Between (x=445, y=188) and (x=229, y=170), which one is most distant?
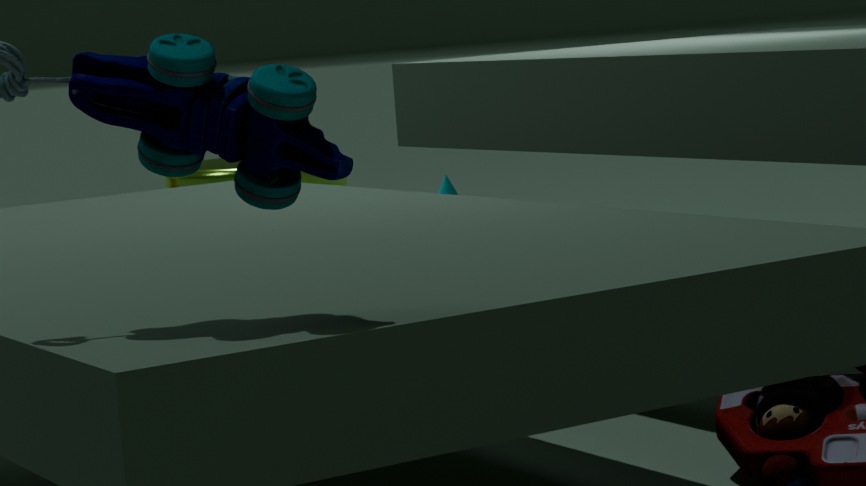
(x=445, y=188)
